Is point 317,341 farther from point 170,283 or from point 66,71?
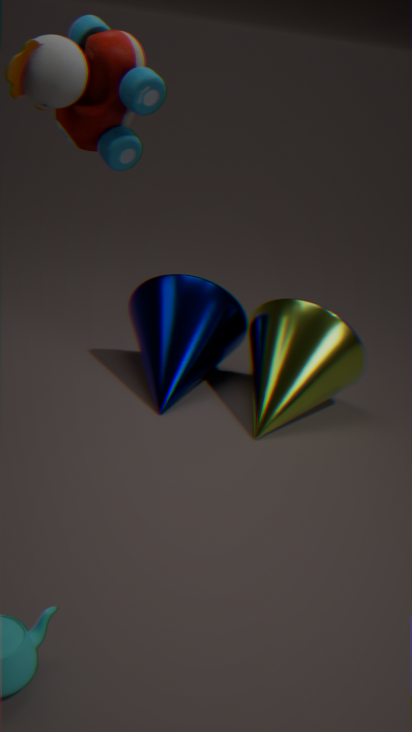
point 66,71
